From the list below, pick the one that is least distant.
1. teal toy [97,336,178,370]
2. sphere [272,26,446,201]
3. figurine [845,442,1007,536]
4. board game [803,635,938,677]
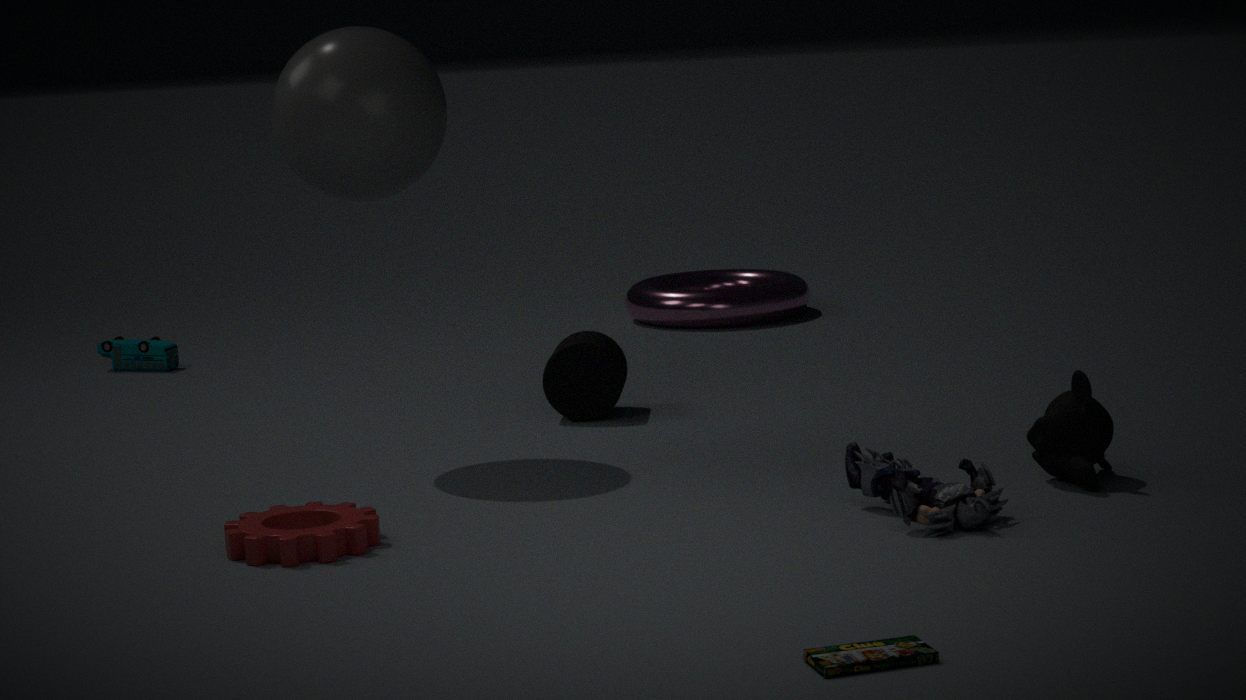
board game [803,635,938,677]
